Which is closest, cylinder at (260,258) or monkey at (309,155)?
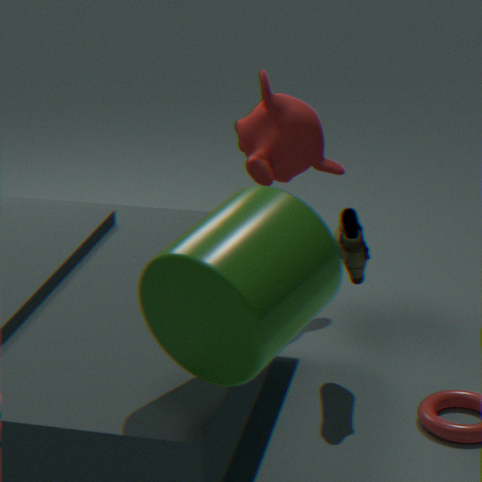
cylinder at (260,258)
